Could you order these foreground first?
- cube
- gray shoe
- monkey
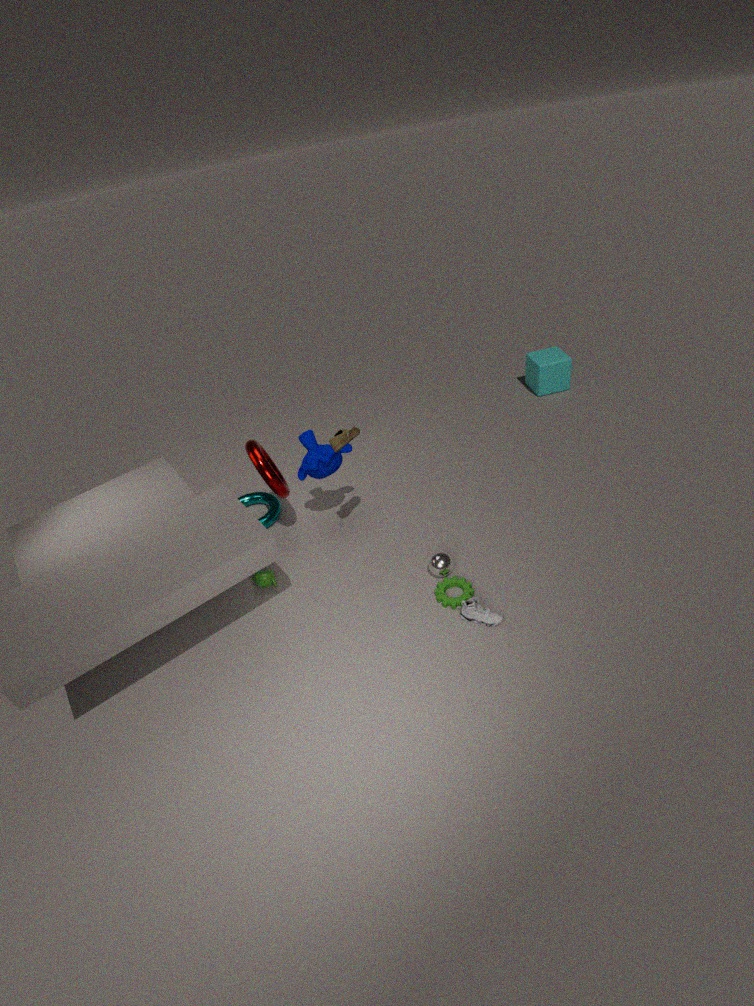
gray shoe, monkey, cube
